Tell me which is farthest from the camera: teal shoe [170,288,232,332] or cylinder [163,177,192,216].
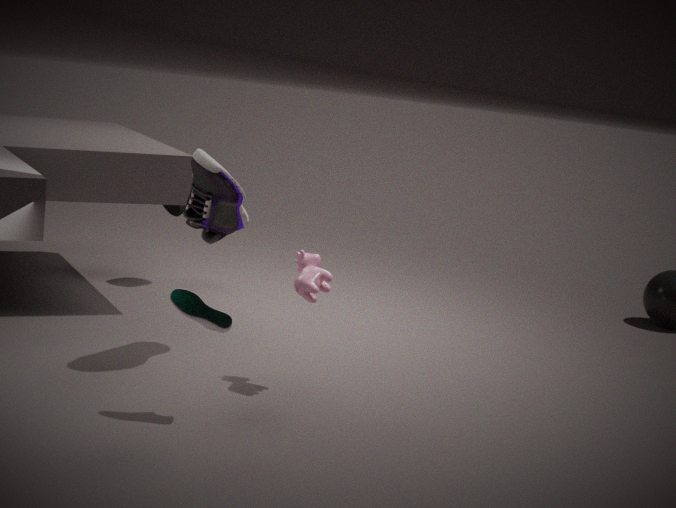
cylinder [163,177,192,216]
